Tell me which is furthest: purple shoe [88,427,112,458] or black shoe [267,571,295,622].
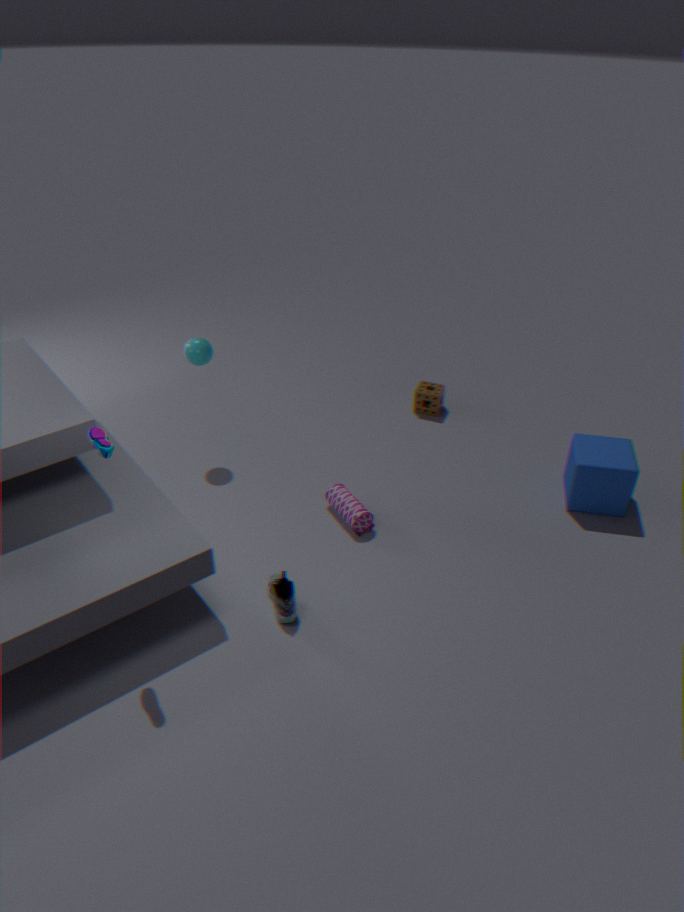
black shoe [267,571,295,622]
